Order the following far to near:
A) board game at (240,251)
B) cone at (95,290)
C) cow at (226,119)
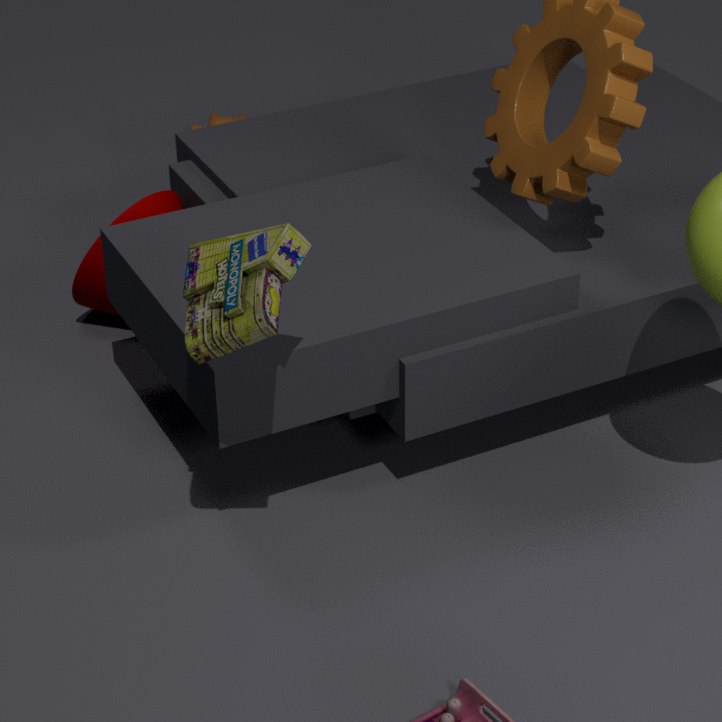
cow at (226,119) < cone at (95,290) < board game at (240,251)
